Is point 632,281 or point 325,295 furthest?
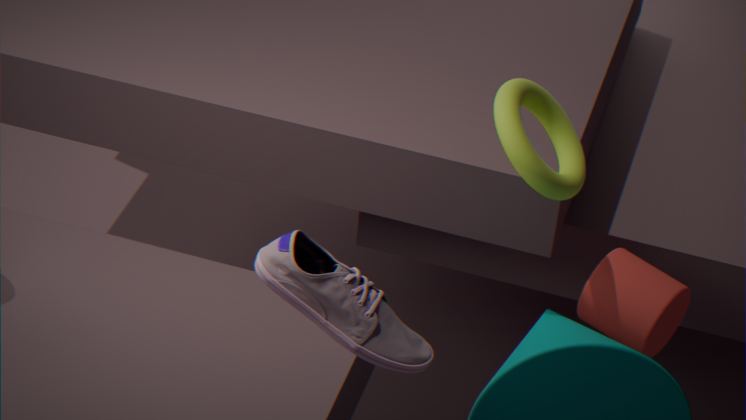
point 632,281
